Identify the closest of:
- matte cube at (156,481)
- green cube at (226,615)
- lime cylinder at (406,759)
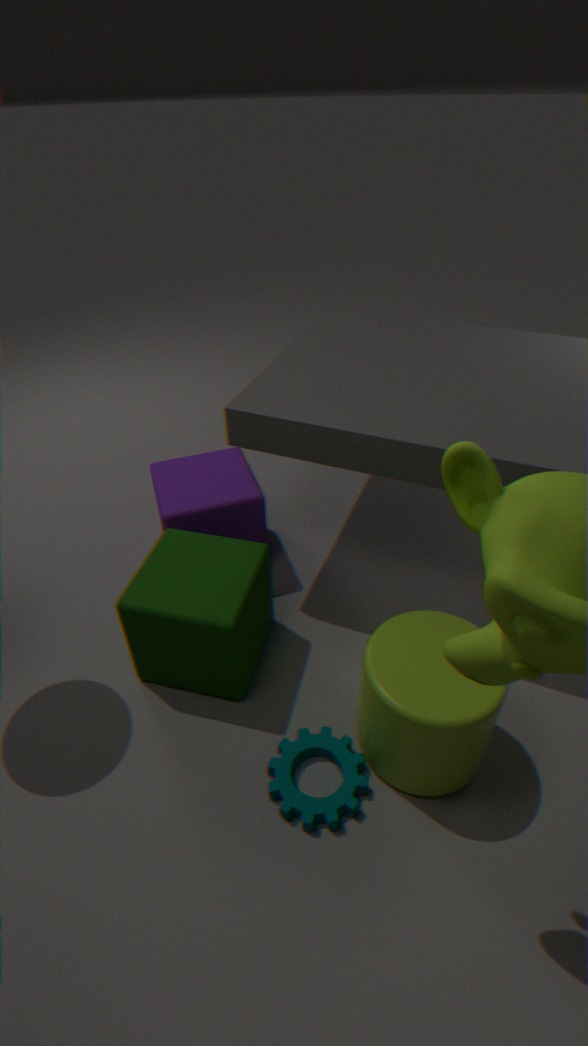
lime cylinder at (406,759)
